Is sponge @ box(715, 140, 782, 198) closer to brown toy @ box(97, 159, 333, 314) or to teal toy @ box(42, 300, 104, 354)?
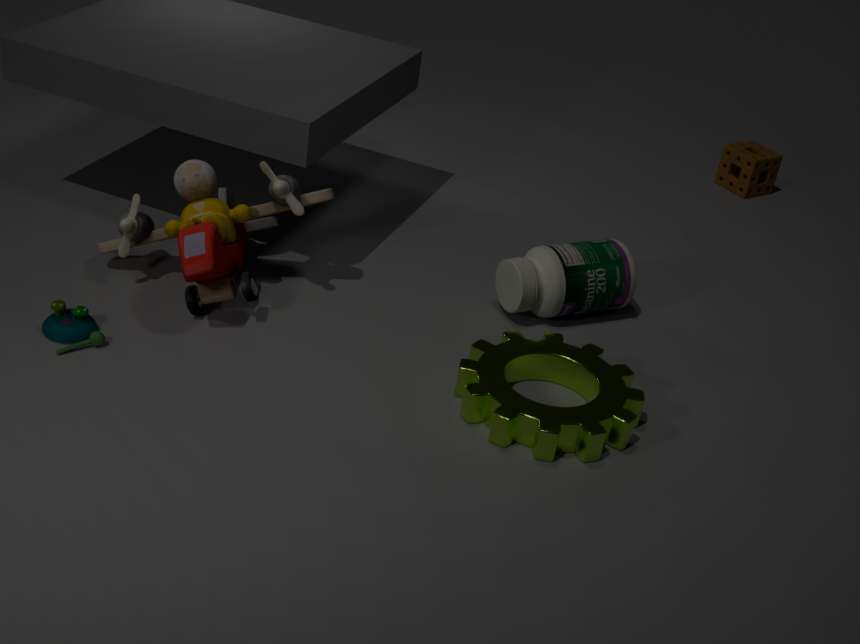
brown toy @ box(97, 159, 333, 314)
